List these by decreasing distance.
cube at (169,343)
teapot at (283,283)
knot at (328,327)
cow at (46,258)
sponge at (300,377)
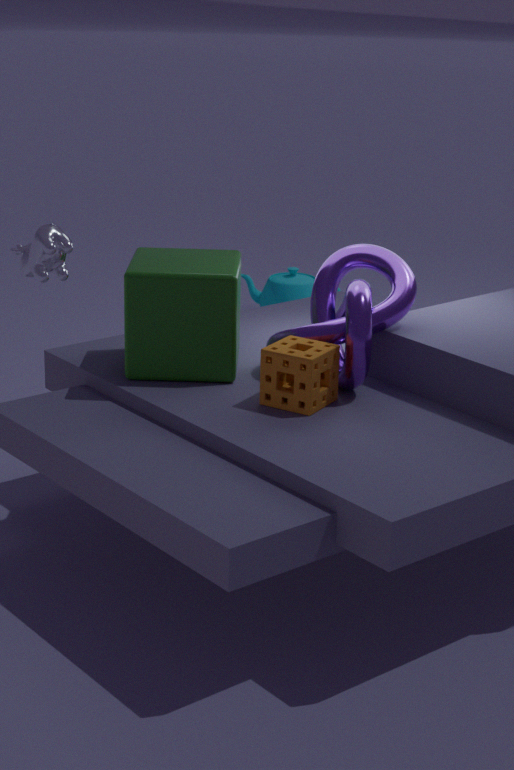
1. teapot at (283,283)
2. cube at (169,343)
3. knot at (328,327)
4. sponge at (300,377)
5. cow at (46,258)
